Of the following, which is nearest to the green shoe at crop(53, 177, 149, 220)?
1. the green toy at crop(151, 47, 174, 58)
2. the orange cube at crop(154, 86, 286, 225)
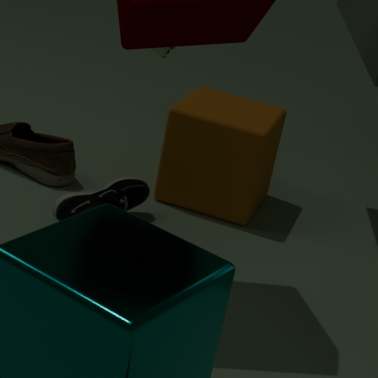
the orange cube at crop(154, 86, 286, 225)
